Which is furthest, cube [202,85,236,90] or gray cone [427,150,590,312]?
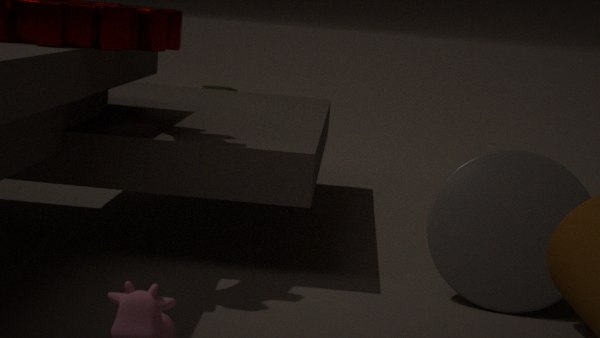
cube [202,85,236,90]
